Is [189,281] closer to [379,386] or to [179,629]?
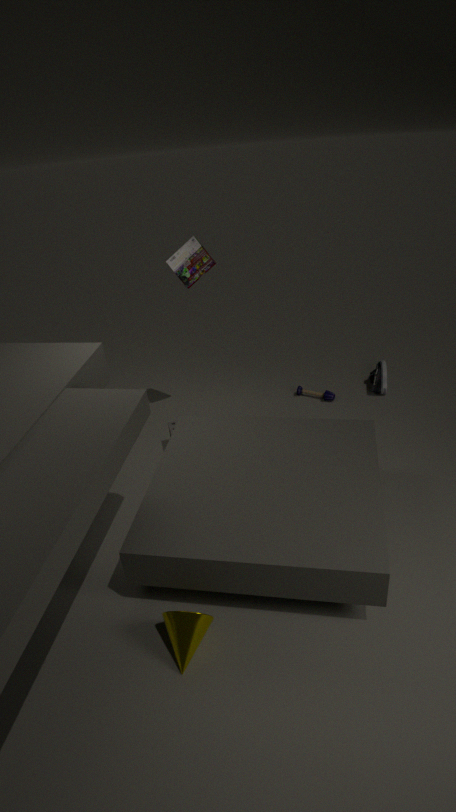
[379,386]
